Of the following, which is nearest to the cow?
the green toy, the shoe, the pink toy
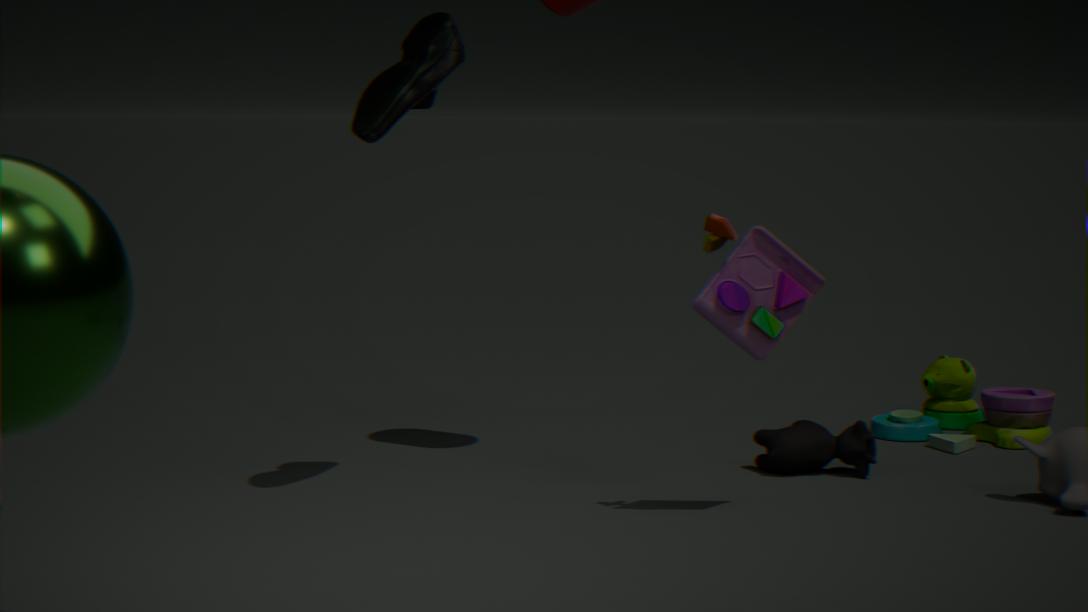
the green toy
